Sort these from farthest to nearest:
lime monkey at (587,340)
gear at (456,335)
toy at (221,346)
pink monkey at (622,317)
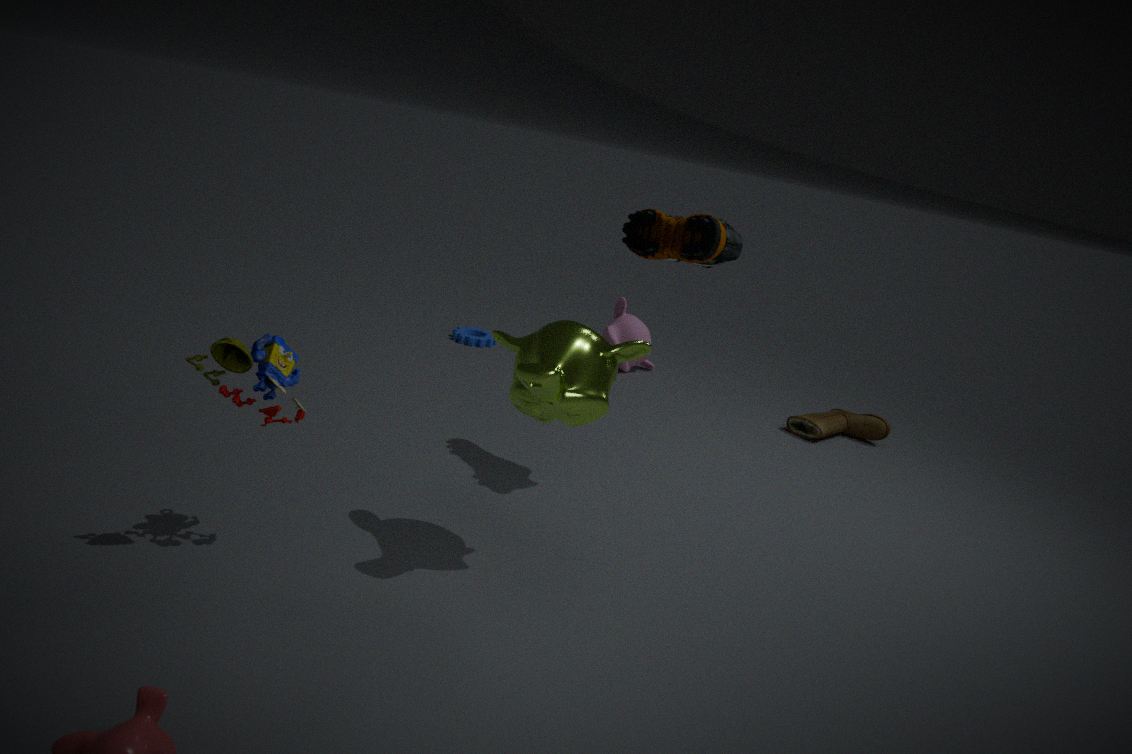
gear at (456,335), pink monkey at (622,317), lime monkey at (587,340), toy at (221,346)
